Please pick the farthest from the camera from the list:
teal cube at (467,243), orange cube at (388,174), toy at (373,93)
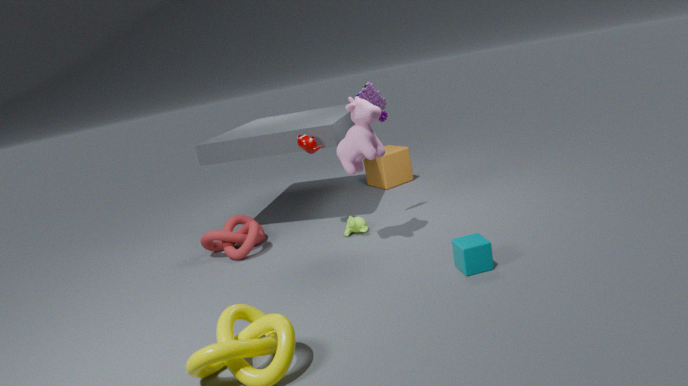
orange cube at (388,174)
